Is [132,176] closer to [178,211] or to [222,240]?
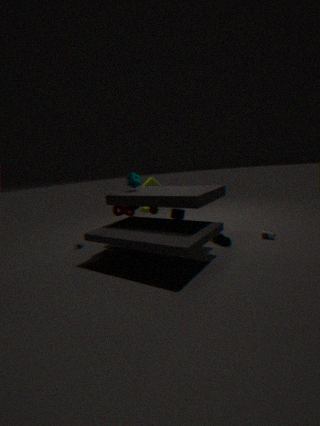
[178,211]
